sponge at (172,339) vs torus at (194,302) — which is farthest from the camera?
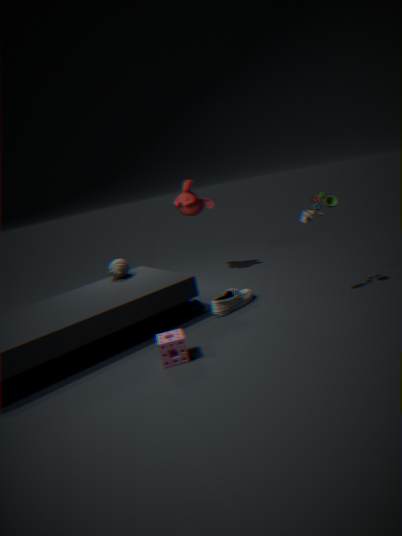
torus at (194,302)
